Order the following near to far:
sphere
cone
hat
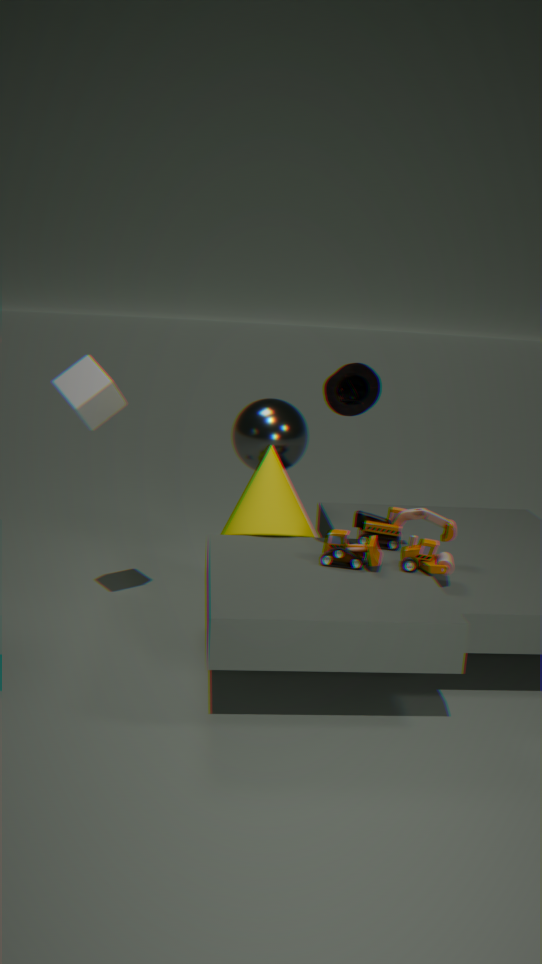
hat, cone, sphere
